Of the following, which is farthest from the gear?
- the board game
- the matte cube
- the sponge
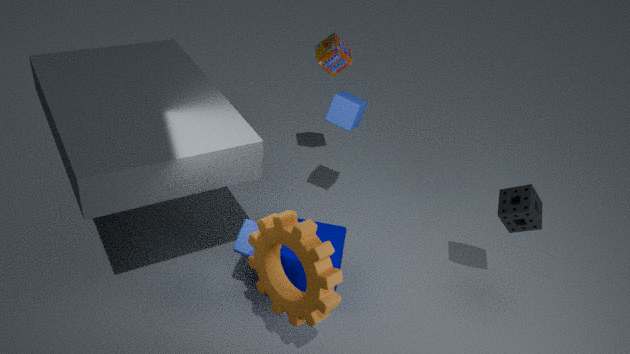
the board game
